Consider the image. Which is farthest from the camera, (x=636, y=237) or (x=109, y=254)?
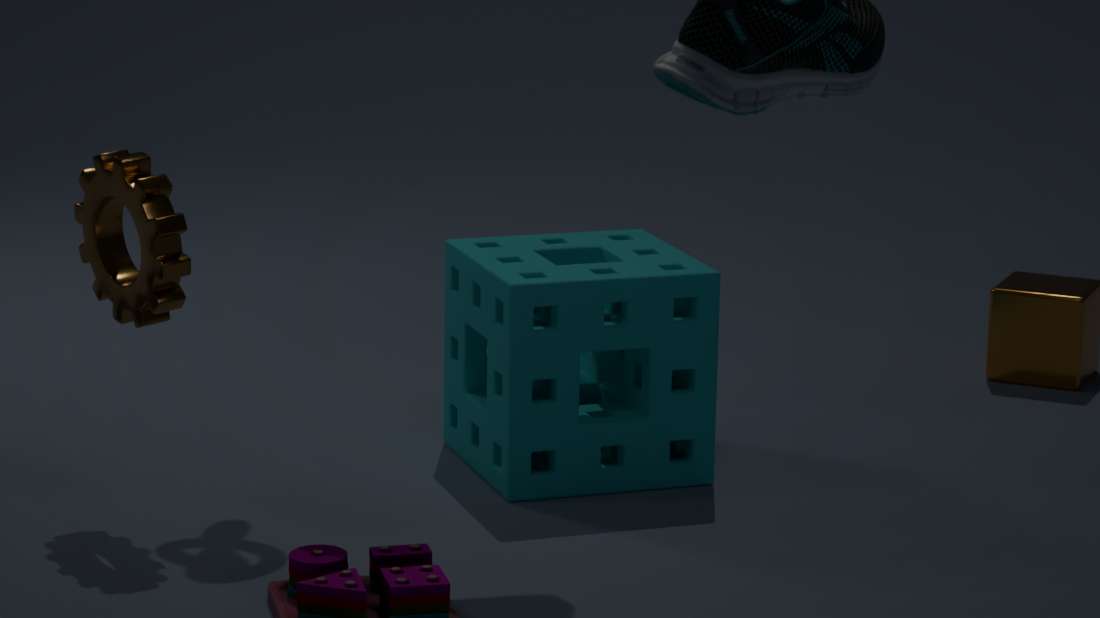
(x=636, y=237)
